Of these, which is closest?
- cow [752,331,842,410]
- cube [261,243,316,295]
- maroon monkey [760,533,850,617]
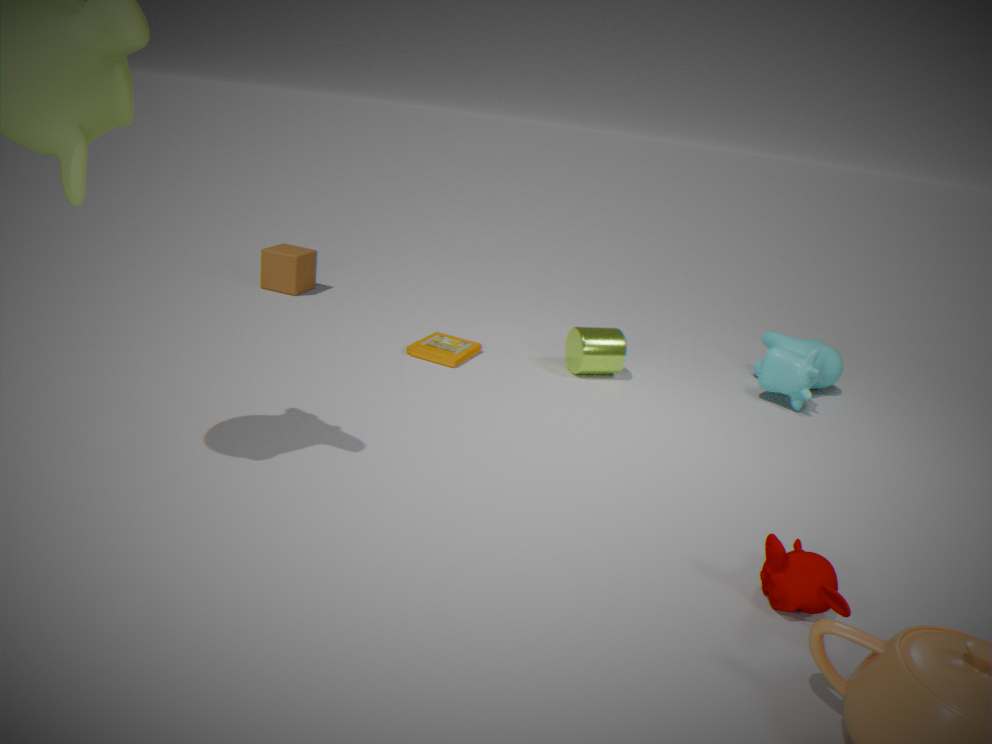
maroon monkey [760,533,850,617]
